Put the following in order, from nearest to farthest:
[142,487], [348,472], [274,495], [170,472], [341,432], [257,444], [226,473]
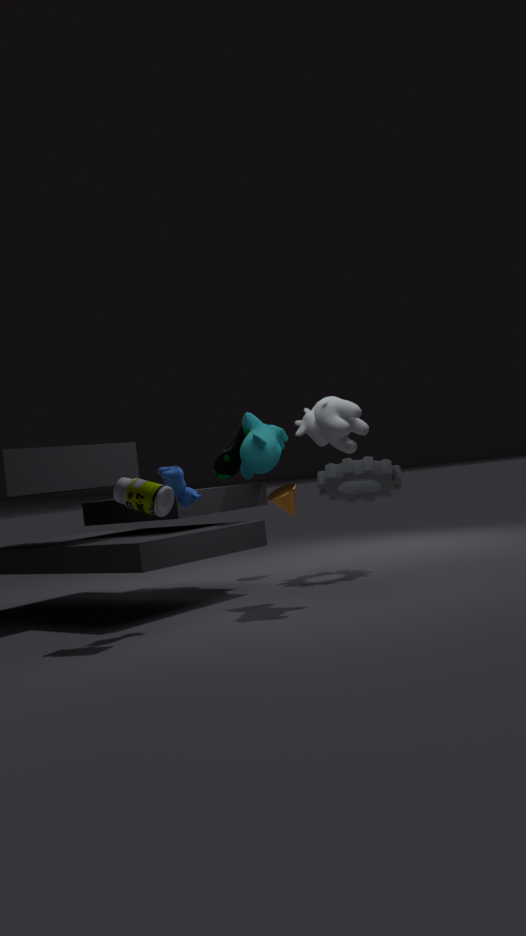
1. [142,487]
2. [170,472]
3. [341,432]
4. [257,444]
5. [348,472]
6. [226,473]
7. [274,495]
